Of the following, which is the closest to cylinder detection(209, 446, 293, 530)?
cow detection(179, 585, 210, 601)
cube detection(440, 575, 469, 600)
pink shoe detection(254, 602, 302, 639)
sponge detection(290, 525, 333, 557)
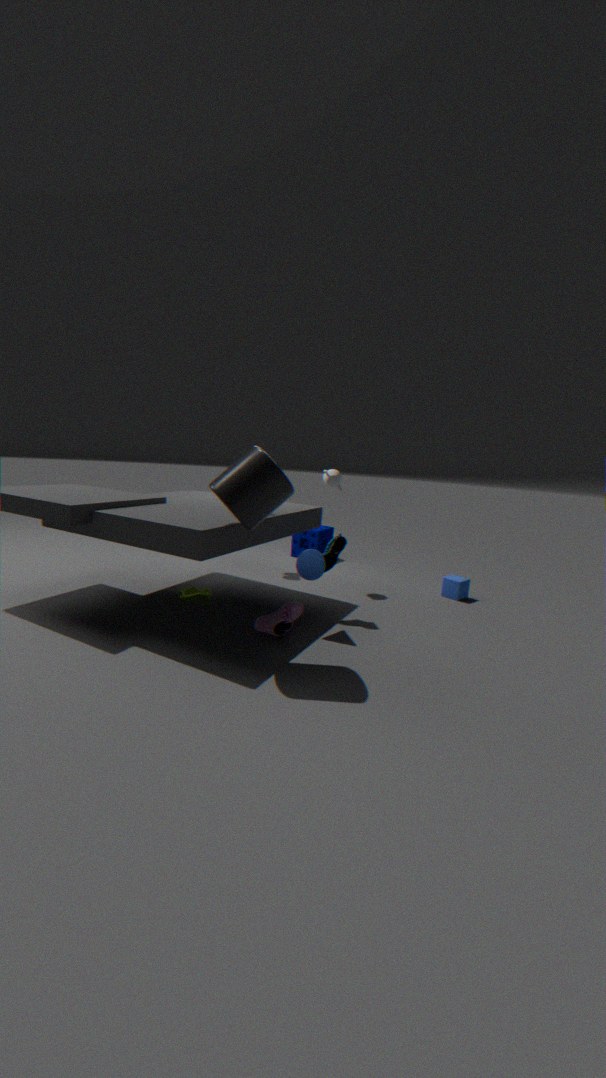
pink shoe detection(254, 602, 302, 639)
